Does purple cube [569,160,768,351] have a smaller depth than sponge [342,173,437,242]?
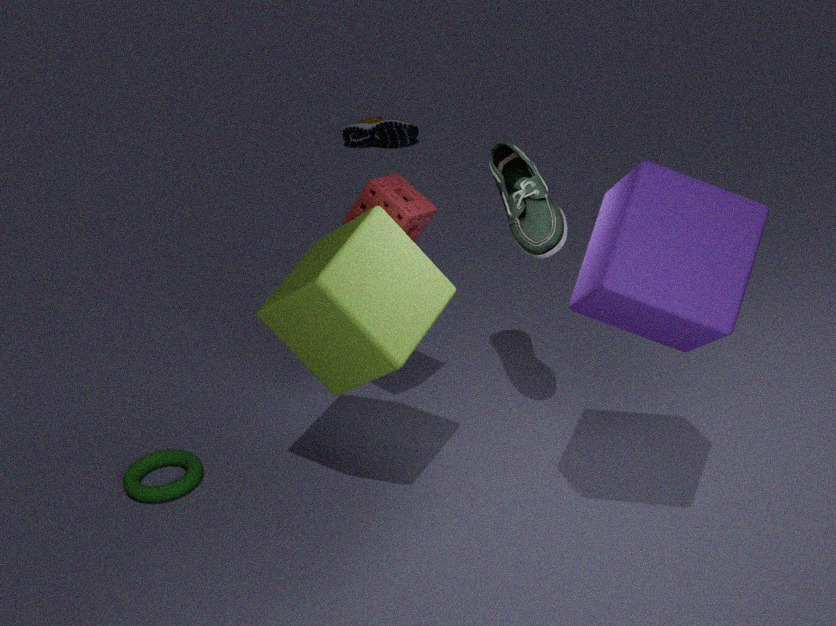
Yes
